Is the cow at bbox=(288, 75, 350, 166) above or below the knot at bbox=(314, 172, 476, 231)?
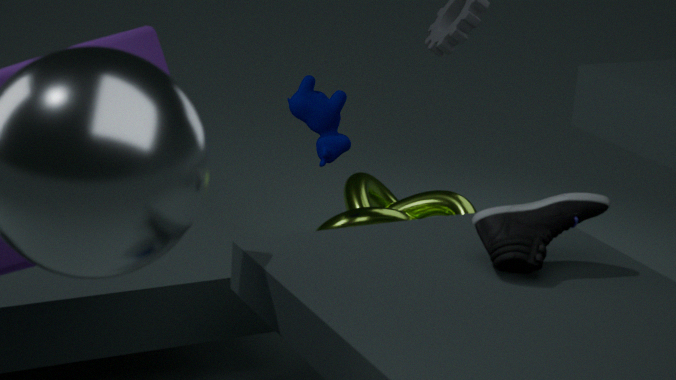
above
